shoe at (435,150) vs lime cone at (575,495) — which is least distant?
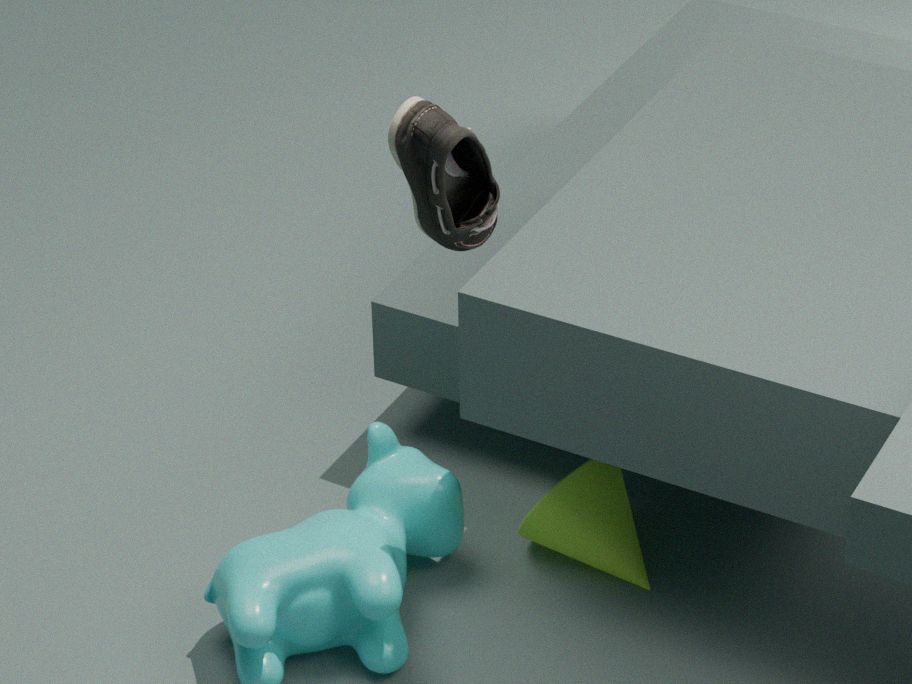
shoe at (435,150)
